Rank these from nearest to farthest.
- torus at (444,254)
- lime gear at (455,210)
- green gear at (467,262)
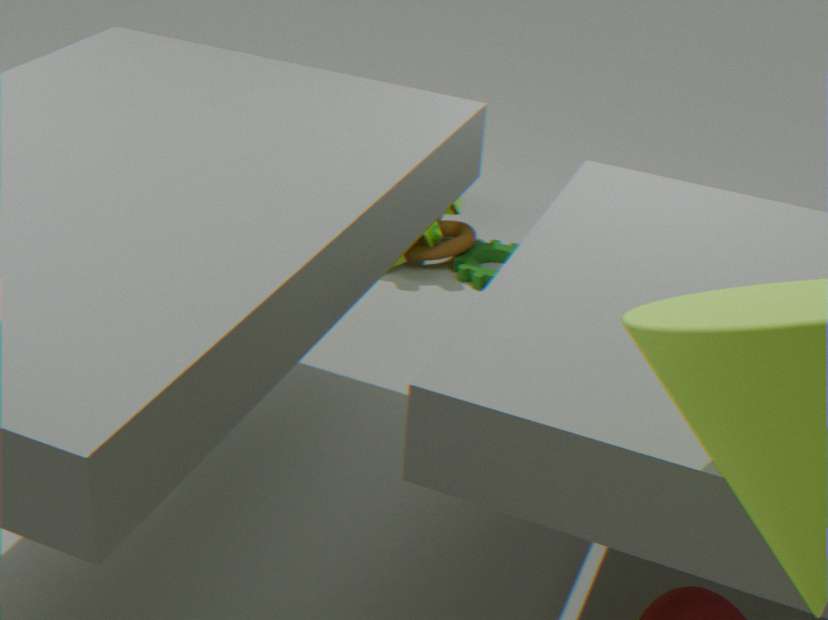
lime gear at (455,210) < green gear at (467,262) < torus at (444,254)
